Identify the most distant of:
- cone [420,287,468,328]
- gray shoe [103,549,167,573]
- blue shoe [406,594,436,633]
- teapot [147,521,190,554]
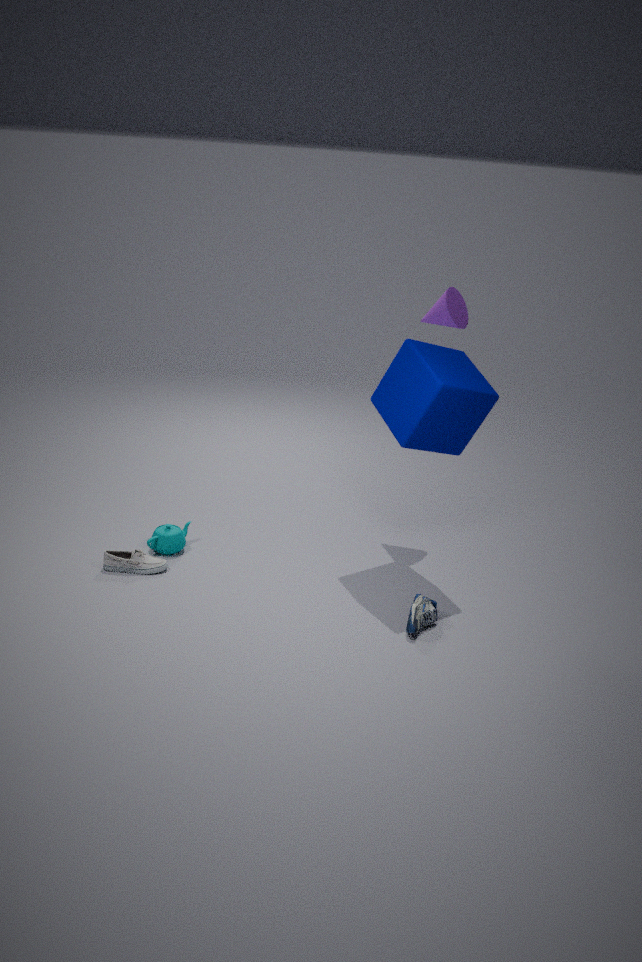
cone [420,287,468,328]
